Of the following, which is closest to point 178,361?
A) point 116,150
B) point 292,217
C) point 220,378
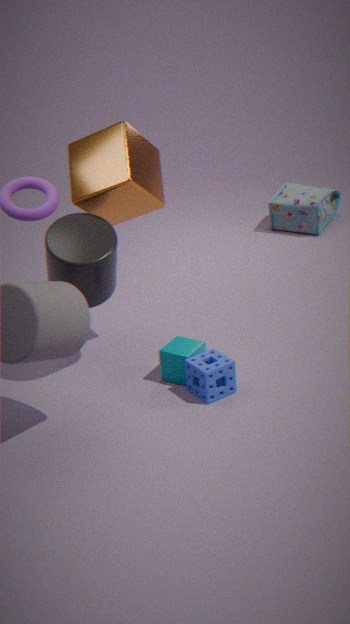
point 220,378
